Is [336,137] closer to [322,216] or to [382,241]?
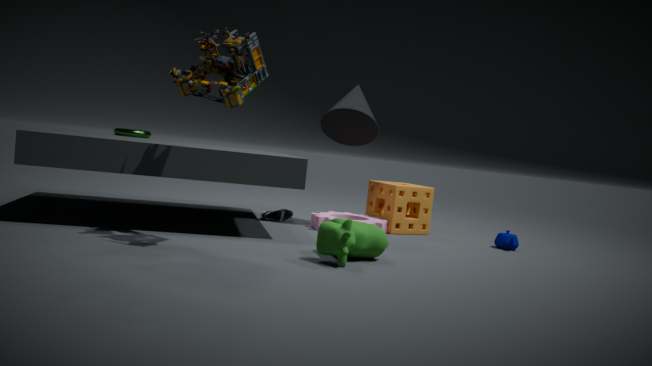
[322,216]
